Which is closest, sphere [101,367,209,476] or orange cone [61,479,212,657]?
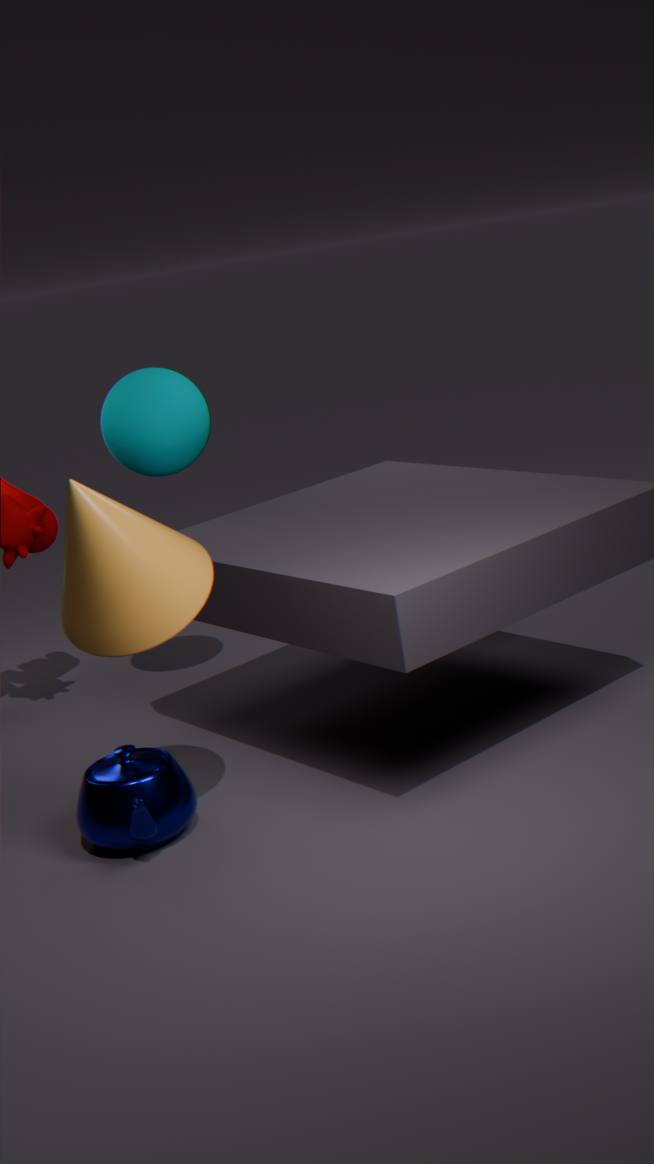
orange cone [61,479,212,657]
